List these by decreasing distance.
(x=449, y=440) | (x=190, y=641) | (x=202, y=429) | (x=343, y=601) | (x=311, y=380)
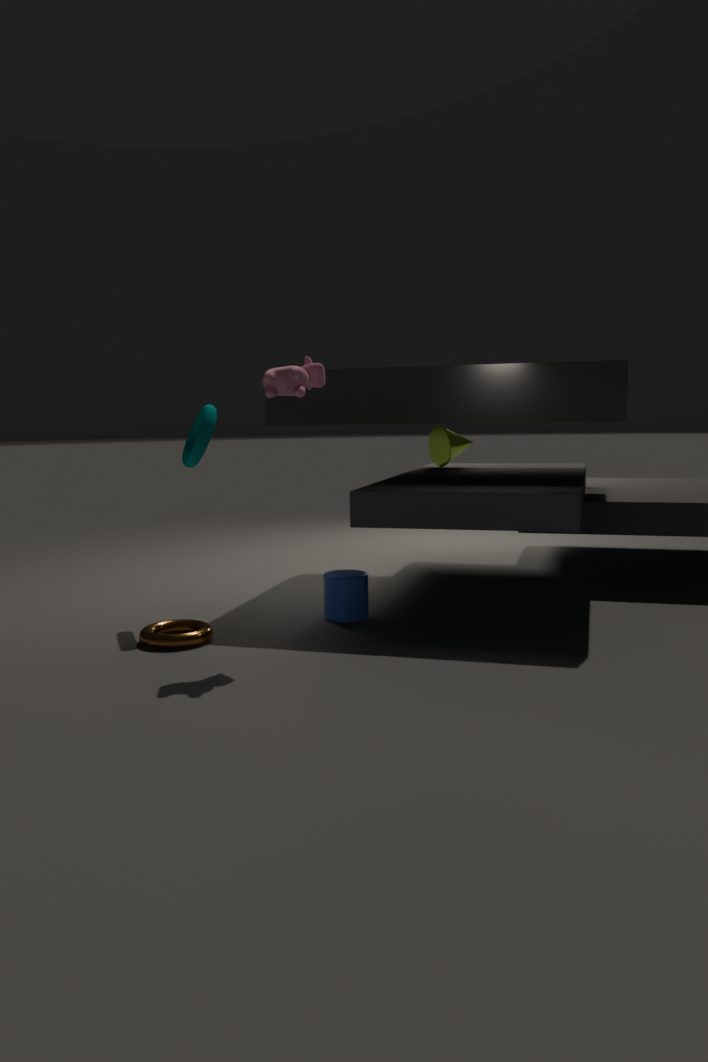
(x=449, y=440)
(x=343, y=601)
(x=202, y=429)
(x=190, y=641)
(x=311, y=380)
